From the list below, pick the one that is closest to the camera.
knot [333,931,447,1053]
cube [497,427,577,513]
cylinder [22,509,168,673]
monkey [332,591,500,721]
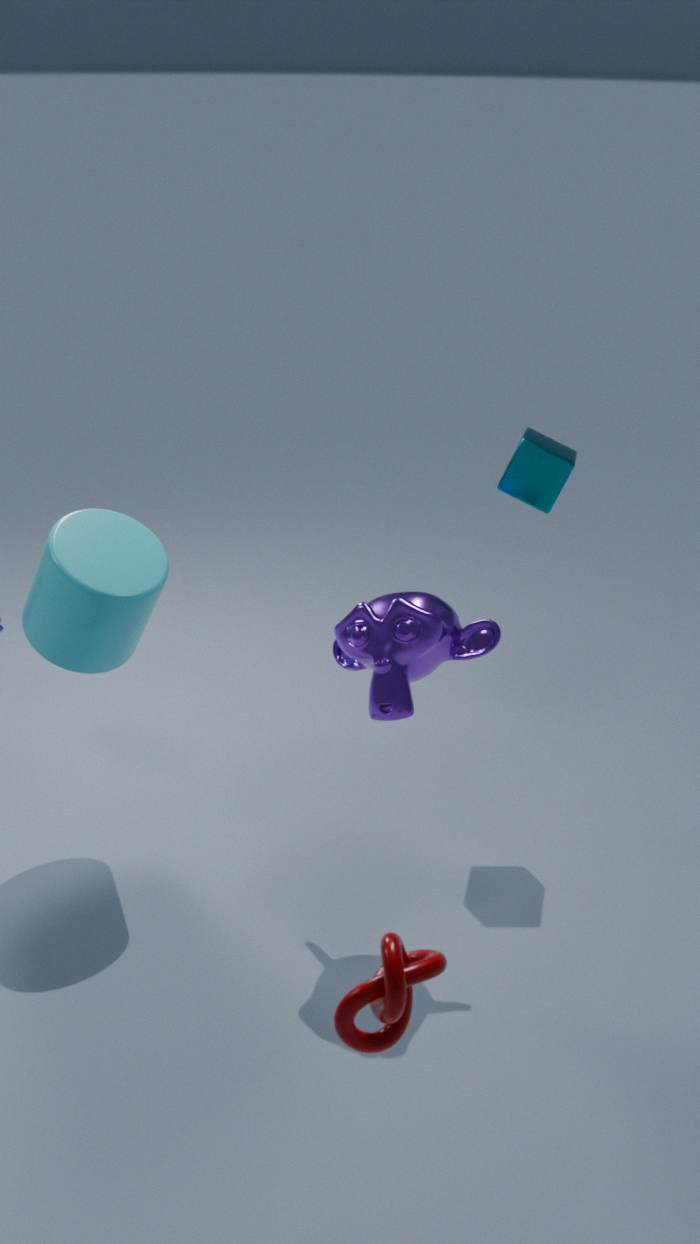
knot [333,931,447,1053]
